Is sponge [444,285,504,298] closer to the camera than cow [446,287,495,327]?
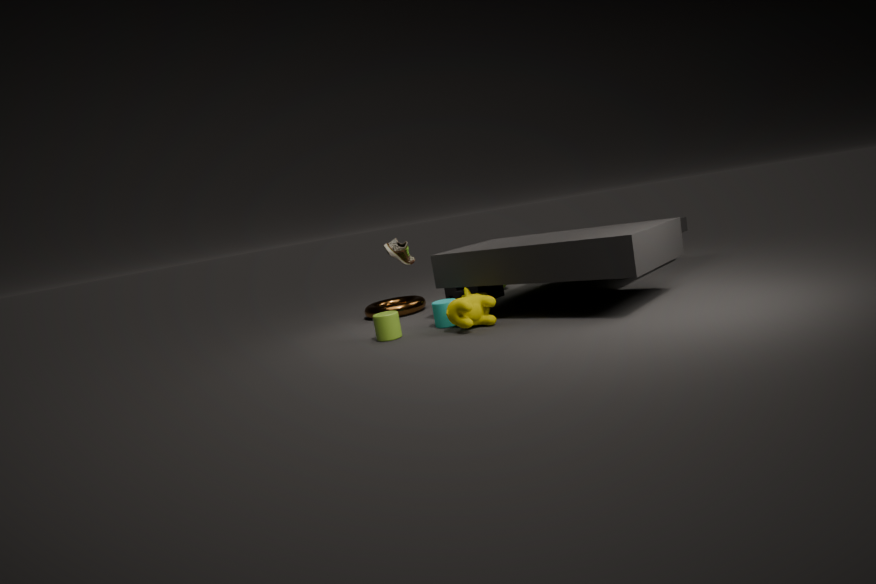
No
